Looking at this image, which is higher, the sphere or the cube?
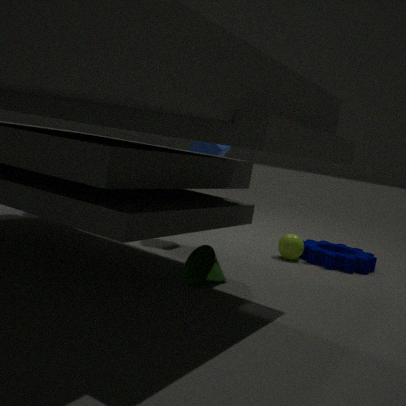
the cube
